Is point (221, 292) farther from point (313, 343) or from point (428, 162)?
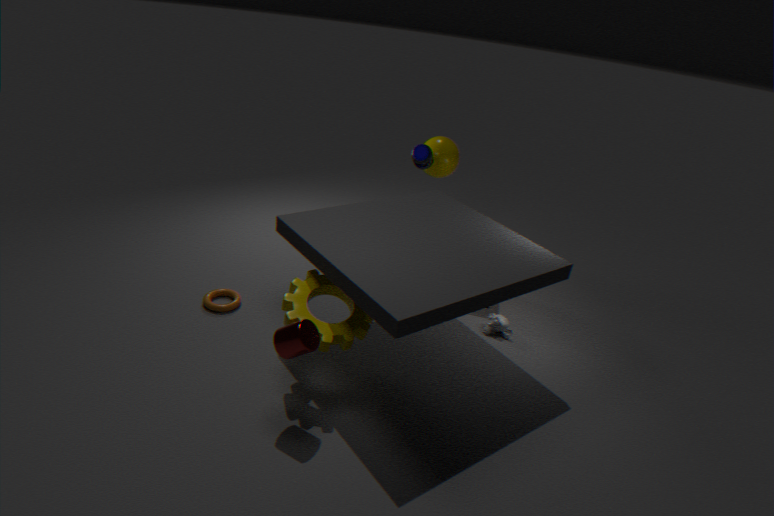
point (428, 162)
